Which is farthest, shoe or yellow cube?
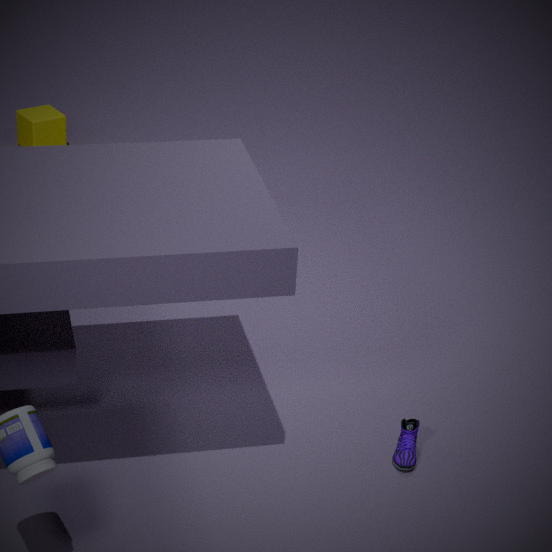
yellow cube
